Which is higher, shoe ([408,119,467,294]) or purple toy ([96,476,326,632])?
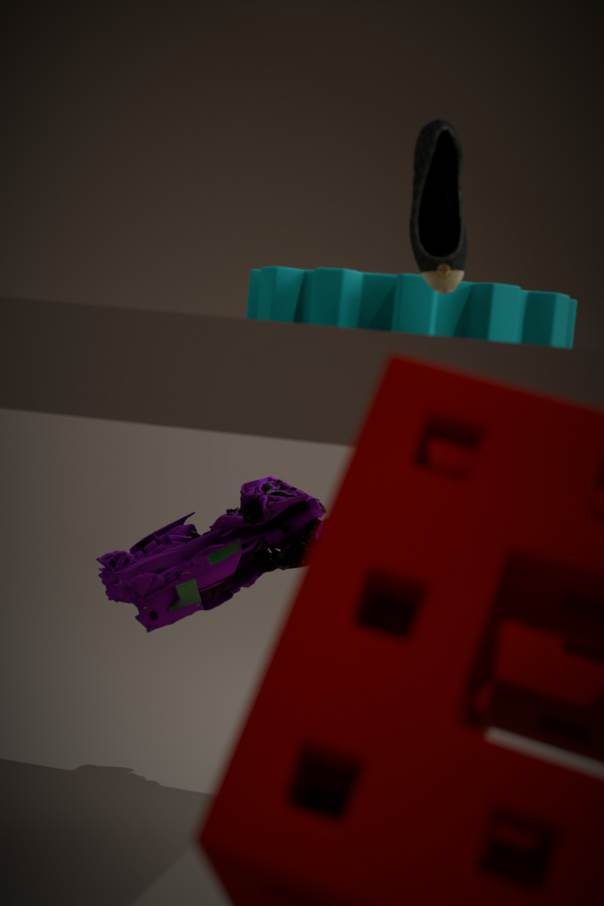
shoe ([408,119,467,294])
